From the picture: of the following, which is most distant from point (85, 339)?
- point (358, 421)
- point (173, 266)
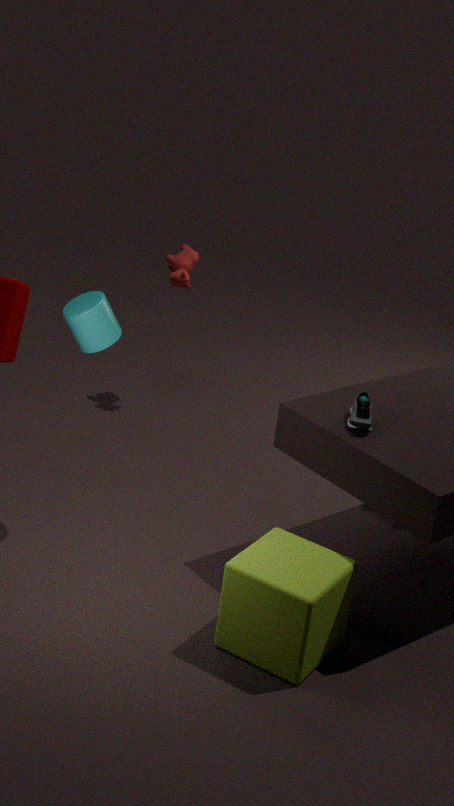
point (173, 266)
